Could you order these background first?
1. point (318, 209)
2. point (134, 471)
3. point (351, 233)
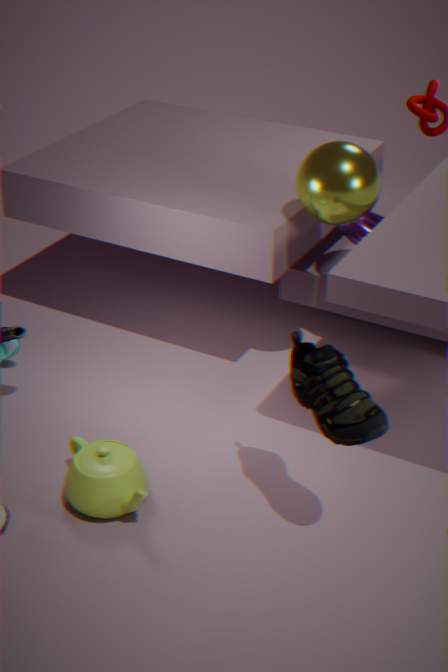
point (351, 233), point (318, 209), point (134, 471)
